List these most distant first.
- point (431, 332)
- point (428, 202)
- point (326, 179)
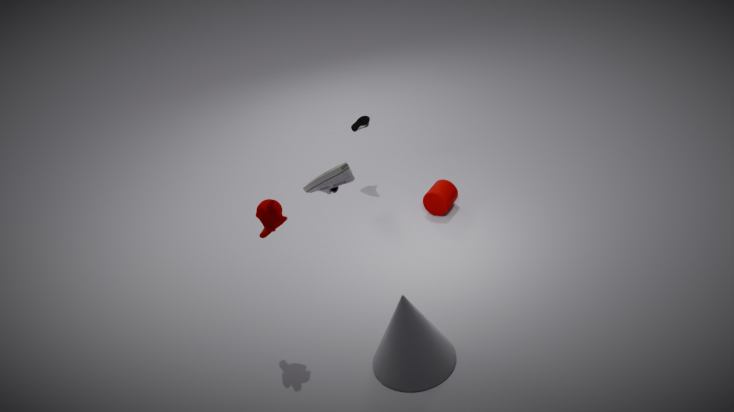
point (428, 202) → point (431, 332) → point (326, 179)
